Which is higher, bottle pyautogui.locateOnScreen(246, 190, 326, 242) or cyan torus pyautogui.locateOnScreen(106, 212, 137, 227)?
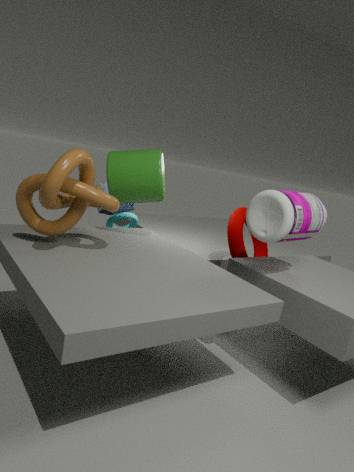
bottle pyautogui.locateOnScreen(246, 190, 326, 242)
